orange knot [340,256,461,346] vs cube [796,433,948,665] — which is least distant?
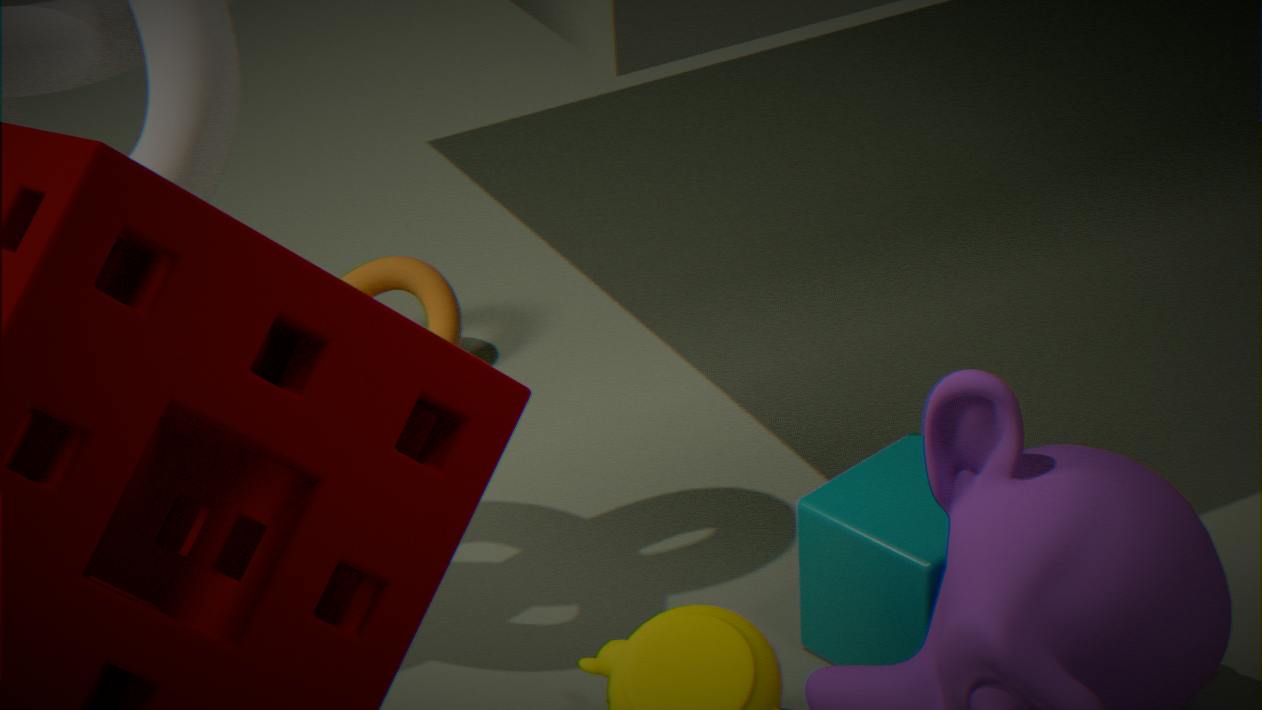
cube [796,433,948,665]
